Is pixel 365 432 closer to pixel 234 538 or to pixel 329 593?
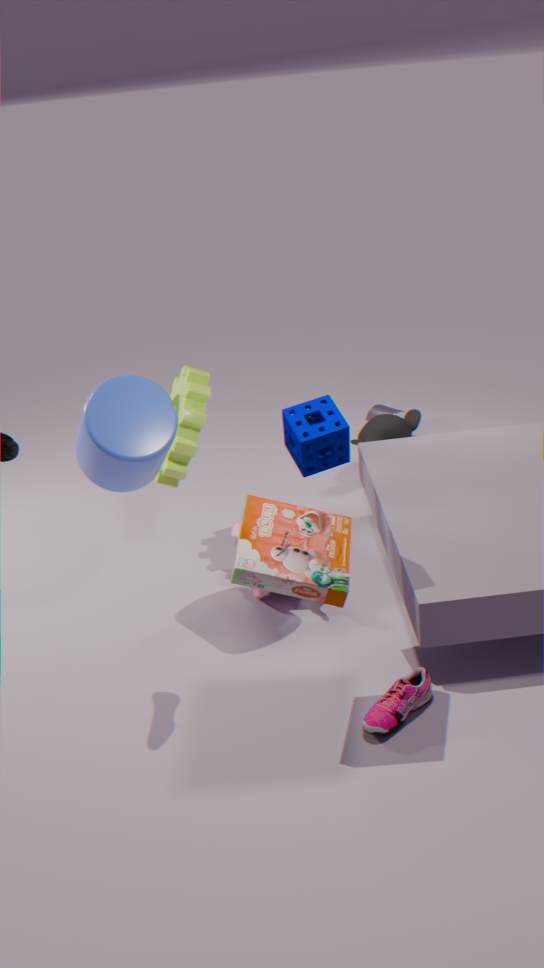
pixel 234 538
